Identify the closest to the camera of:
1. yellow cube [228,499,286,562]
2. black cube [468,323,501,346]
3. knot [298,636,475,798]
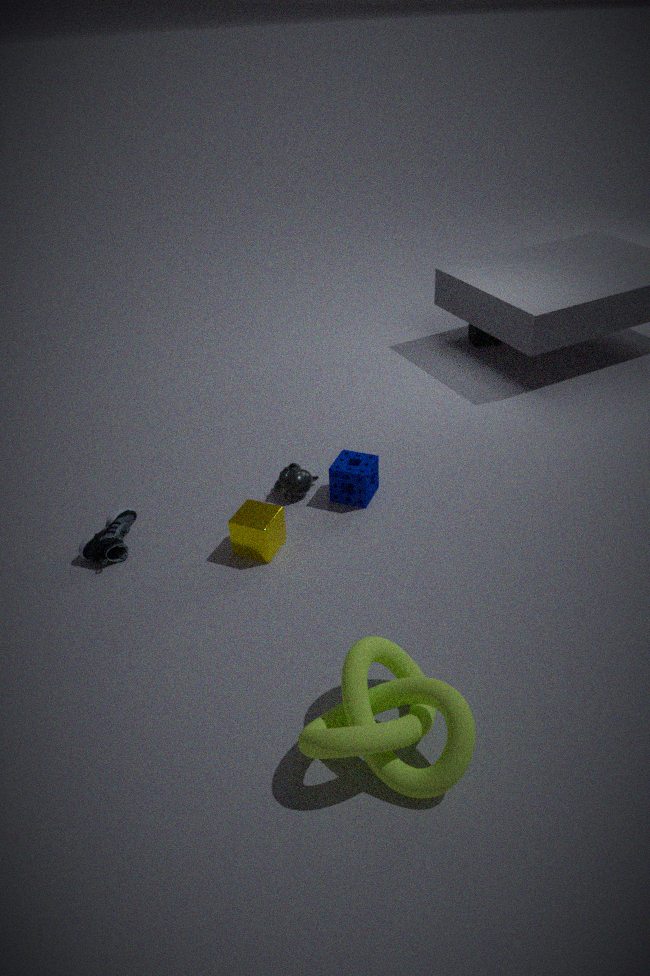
knot [298,636,475,798]
